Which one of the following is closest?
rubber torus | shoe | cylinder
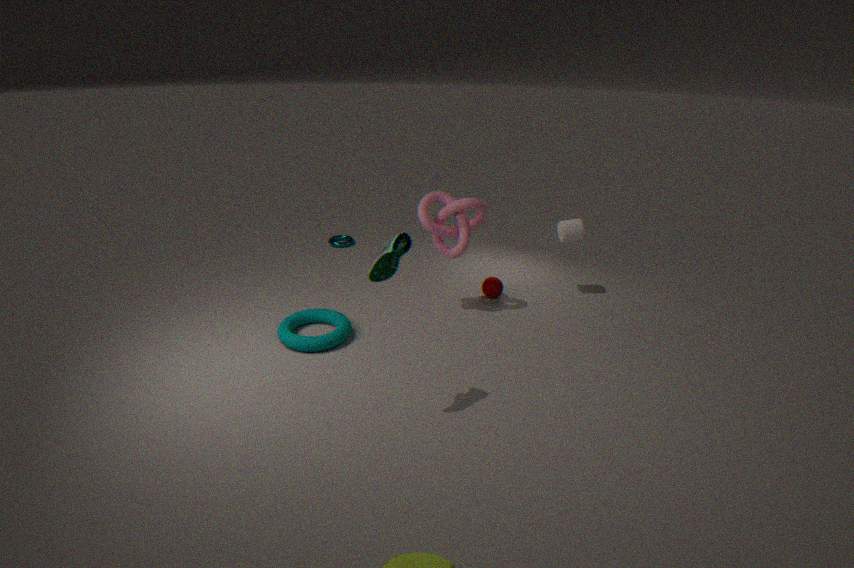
shoe
